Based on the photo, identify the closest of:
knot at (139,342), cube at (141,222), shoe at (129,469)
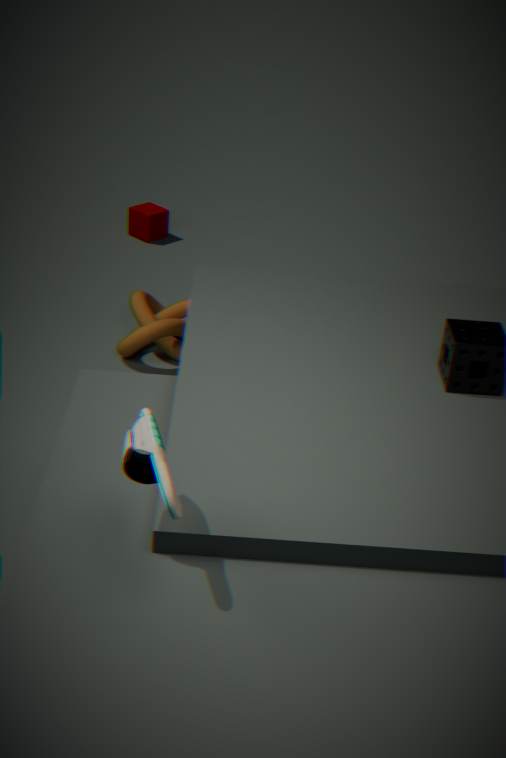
shoe at (129,469)
